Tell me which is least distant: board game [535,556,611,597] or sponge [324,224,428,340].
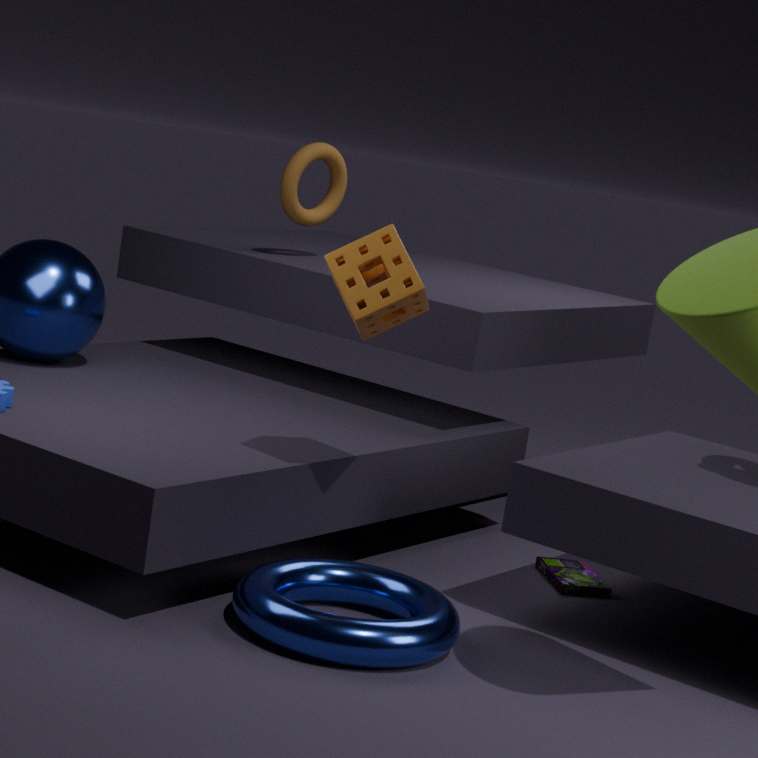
sponge [324,224,428,340]
